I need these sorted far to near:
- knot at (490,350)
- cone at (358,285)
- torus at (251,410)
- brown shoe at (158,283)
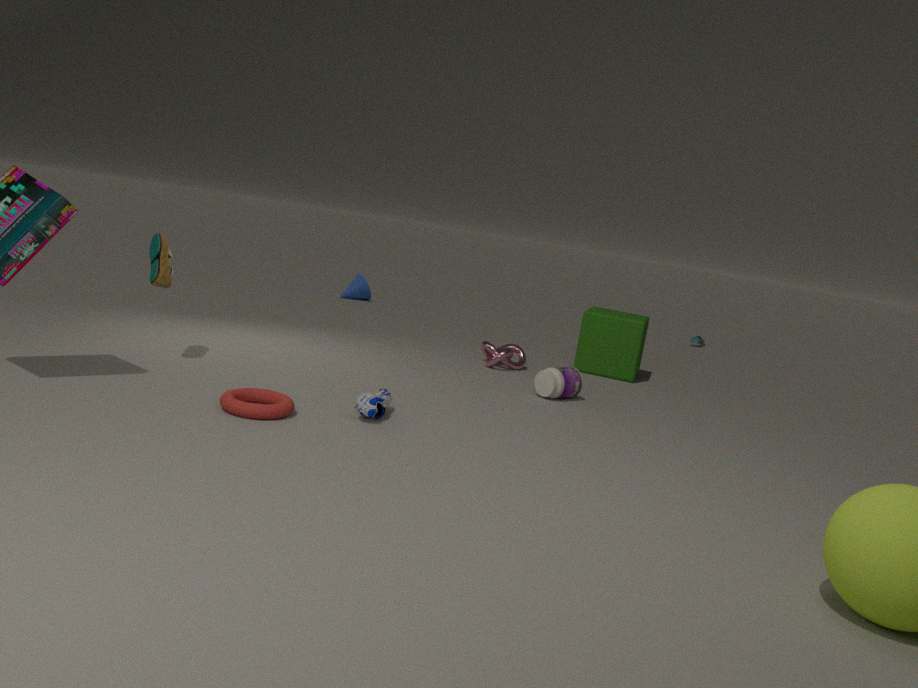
cone at (358,285) → knot at (490,350) → brown shoe at (158,283) → torus at (251,410)
